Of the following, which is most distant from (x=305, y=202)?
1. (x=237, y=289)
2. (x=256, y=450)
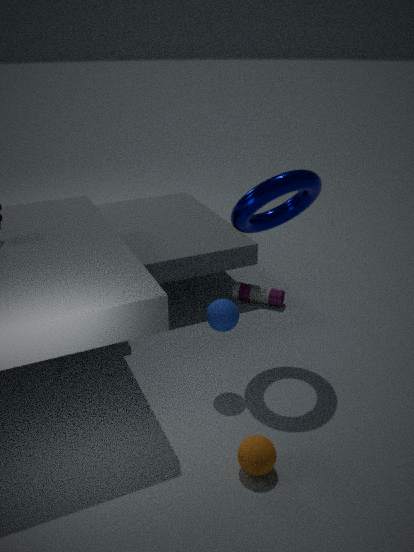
(x=256, y=450)
